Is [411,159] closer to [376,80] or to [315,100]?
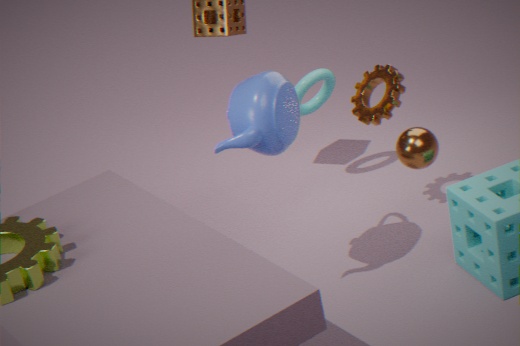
[376,80]
